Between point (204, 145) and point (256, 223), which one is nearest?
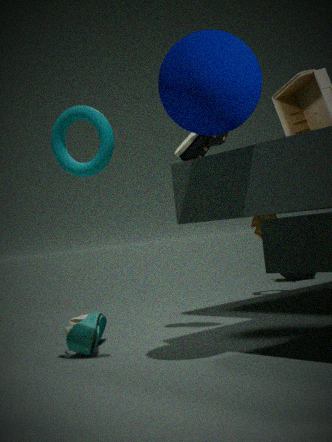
point (204, 145)
